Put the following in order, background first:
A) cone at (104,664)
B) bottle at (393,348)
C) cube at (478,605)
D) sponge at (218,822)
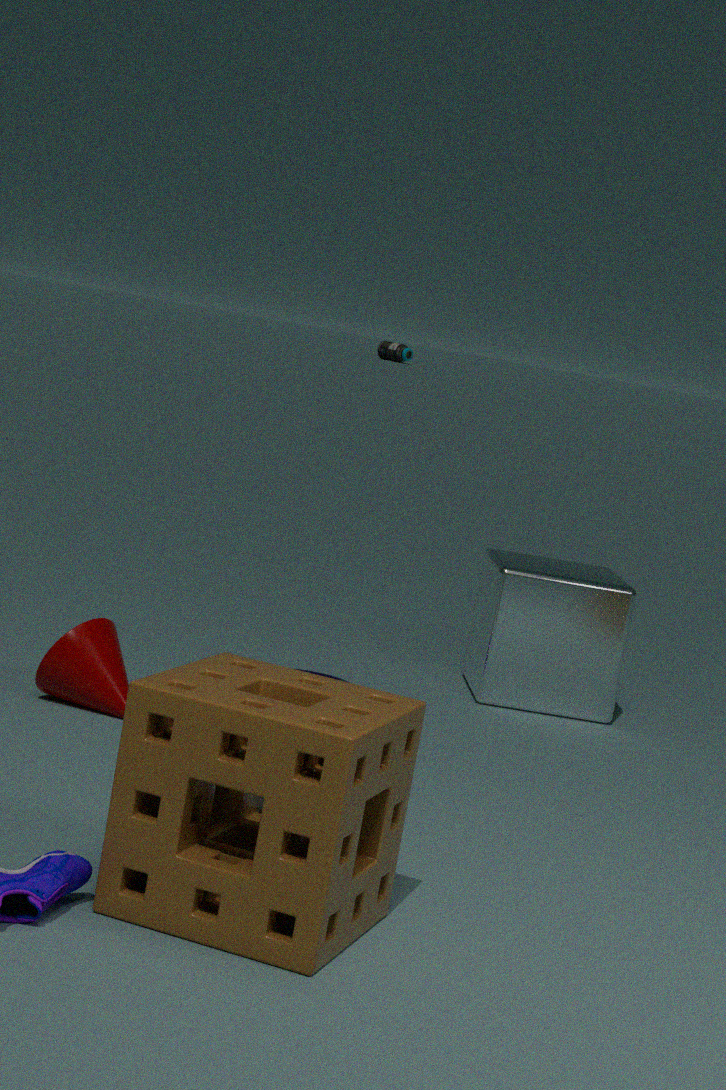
bottle at (393,348), cube at (478,605), cone at (104,664), sponge at (218,822)
